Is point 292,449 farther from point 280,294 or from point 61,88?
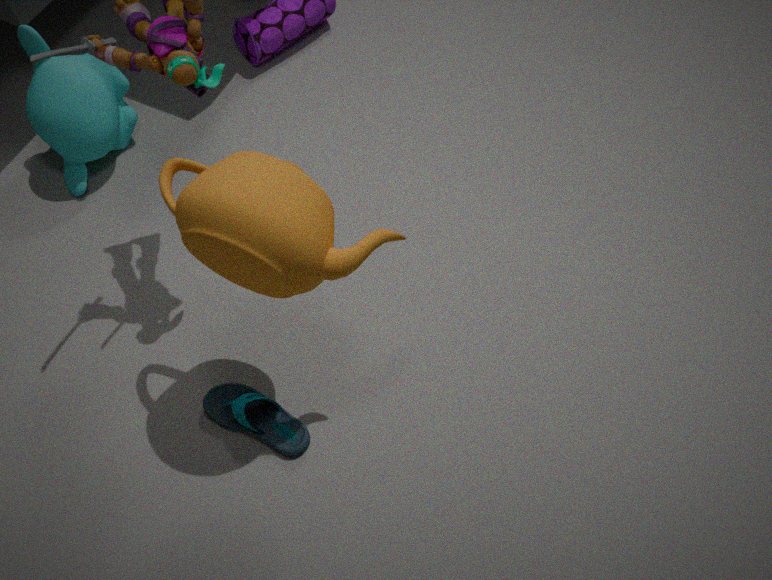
point 61,88
